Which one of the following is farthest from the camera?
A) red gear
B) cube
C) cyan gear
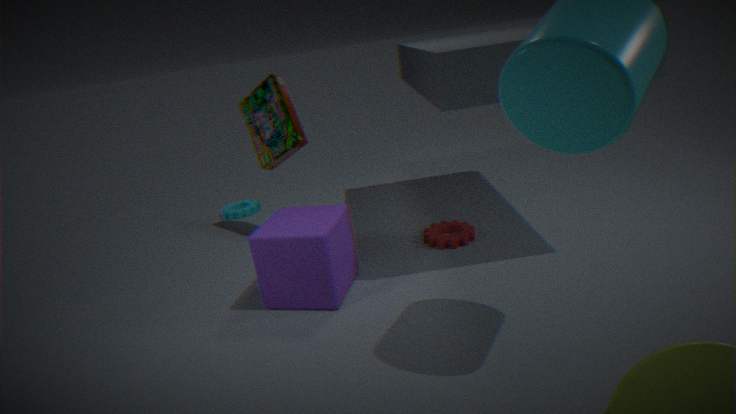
cyan gear
